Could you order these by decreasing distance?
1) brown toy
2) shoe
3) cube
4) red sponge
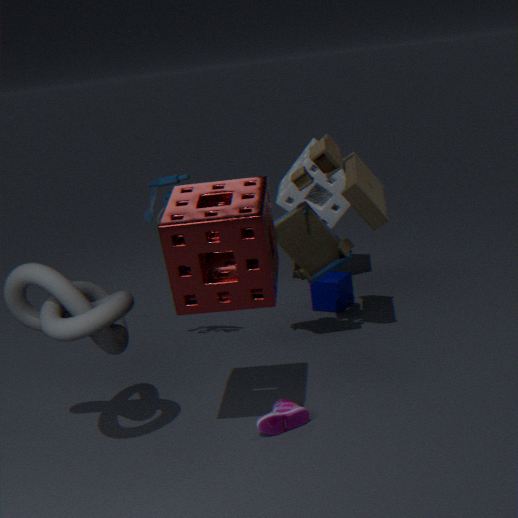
1. 3. cube
2. 1. brown toy
3. 2. shoe
4. 4. red sponge
